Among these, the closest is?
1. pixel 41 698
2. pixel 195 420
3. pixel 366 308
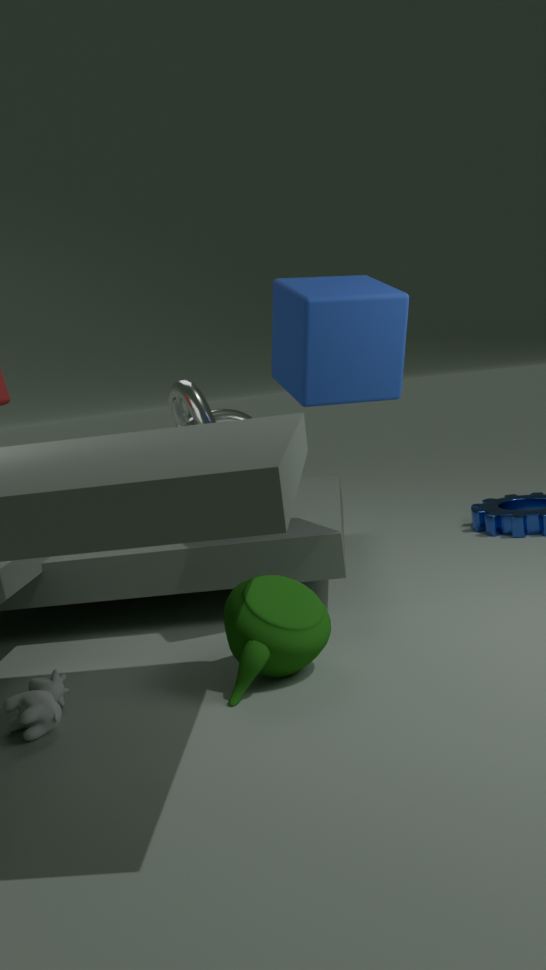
pixel 41 698
